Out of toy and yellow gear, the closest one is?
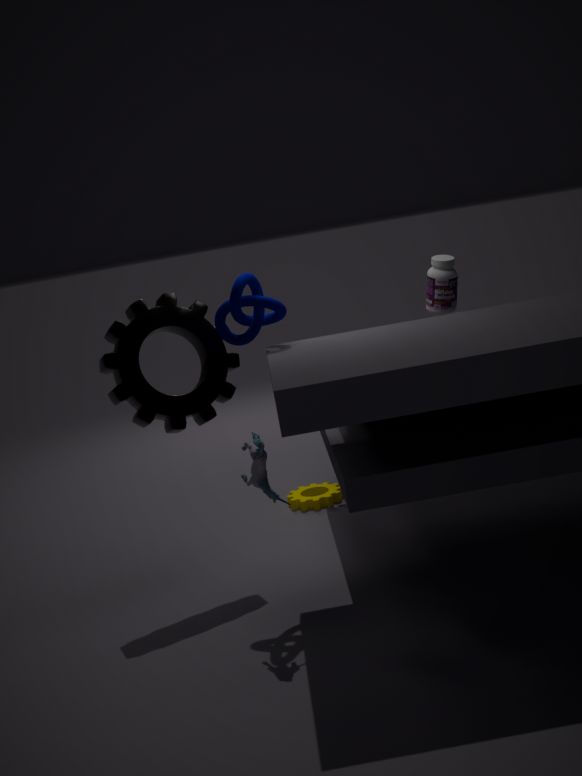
toy
